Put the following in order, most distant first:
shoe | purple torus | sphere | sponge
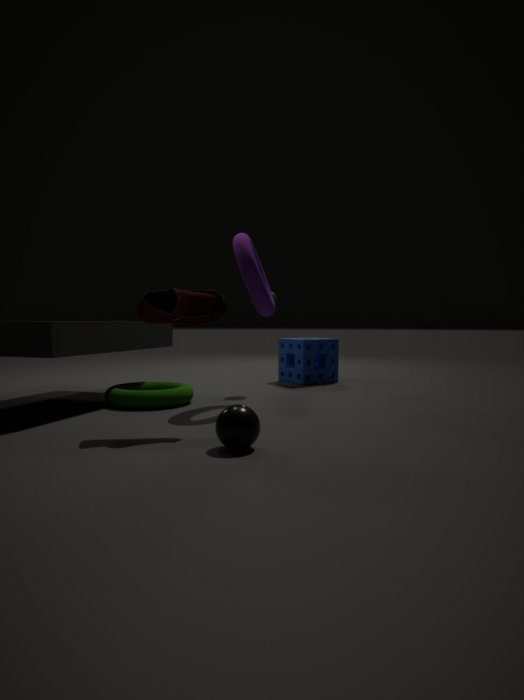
sponge
purple torus
shoe
sphere
